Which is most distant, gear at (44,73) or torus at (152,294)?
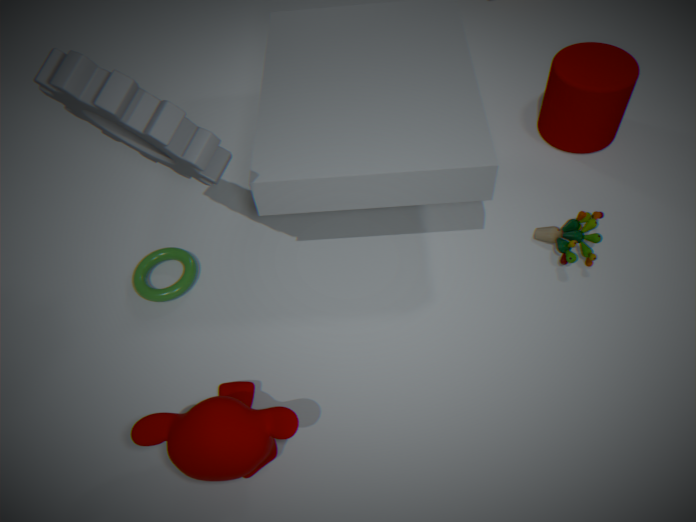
torus at (152,294)
